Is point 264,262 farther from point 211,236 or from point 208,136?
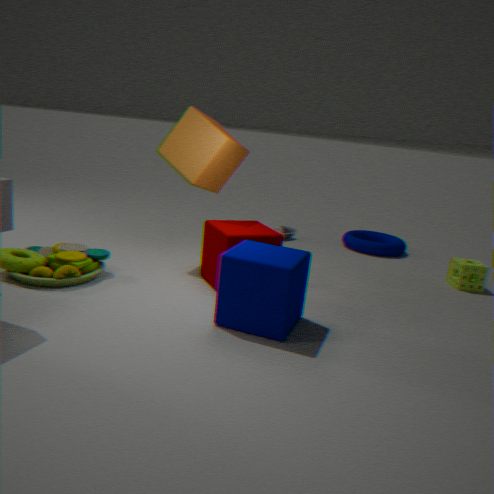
point 208,136
